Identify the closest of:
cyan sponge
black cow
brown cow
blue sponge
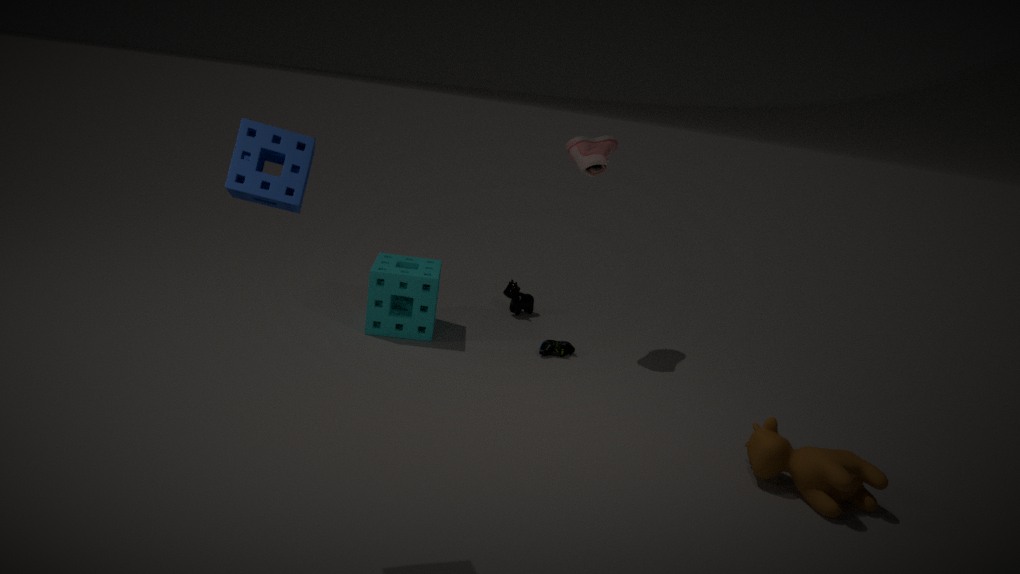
blue sponge
